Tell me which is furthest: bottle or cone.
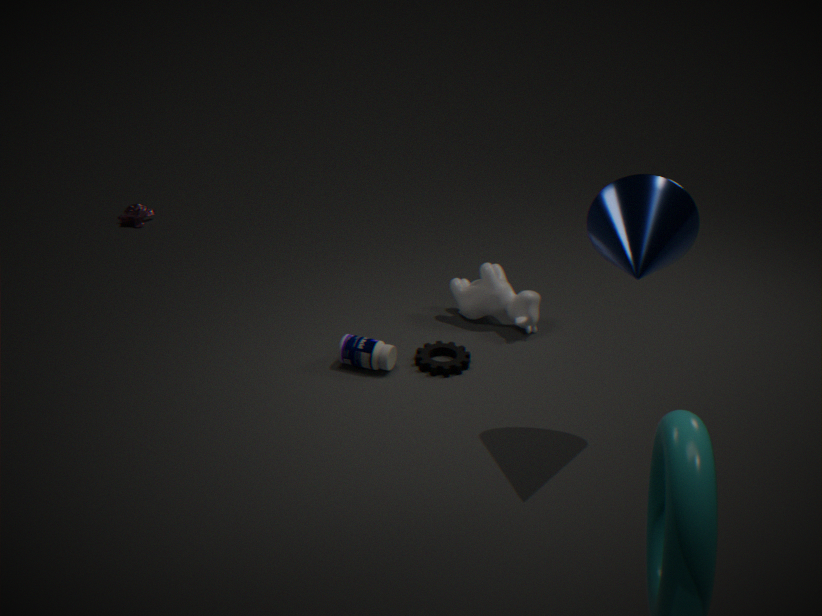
bottle
